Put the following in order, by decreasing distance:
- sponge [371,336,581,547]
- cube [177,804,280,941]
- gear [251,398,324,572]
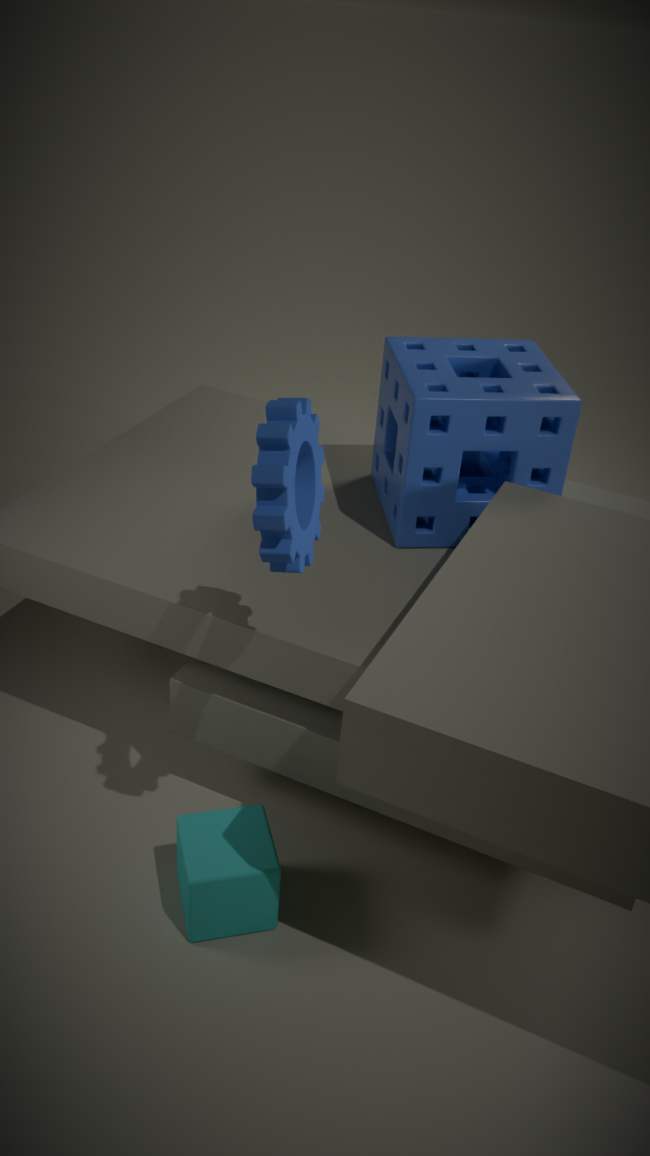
sponge [371,336,581,547] < cube [177,804,280,941] < gear [251,398,324,572]
